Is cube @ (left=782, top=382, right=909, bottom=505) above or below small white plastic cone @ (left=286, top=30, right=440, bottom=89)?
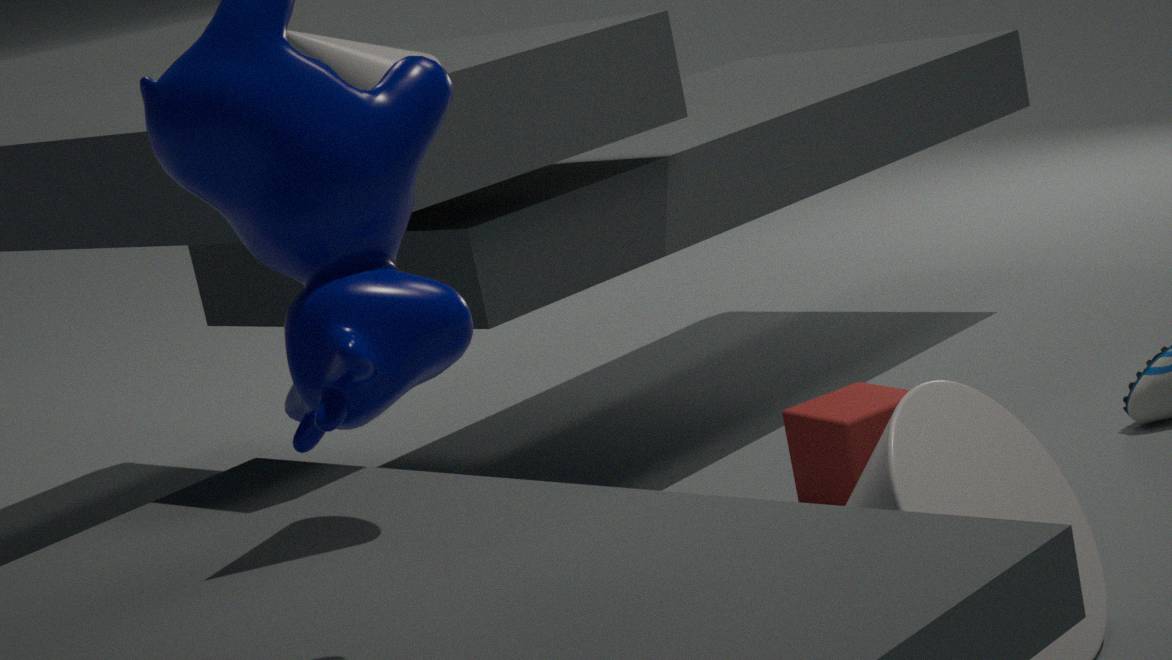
below
